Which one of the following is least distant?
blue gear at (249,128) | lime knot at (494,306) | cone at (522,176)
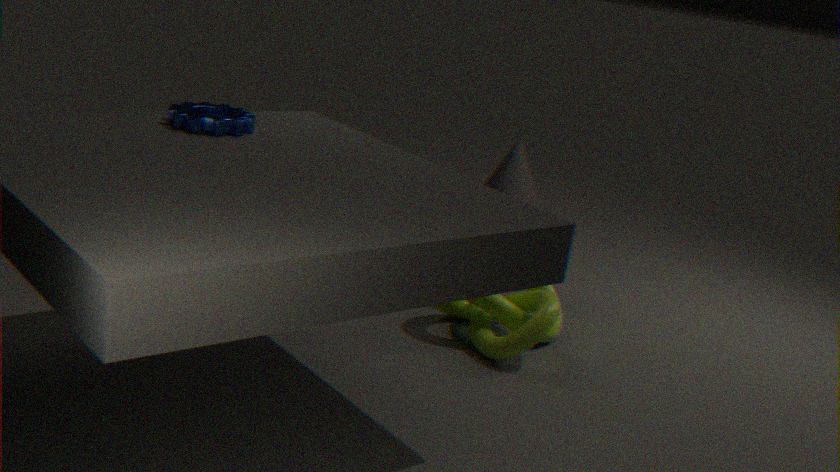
blue gear at (249,128)
